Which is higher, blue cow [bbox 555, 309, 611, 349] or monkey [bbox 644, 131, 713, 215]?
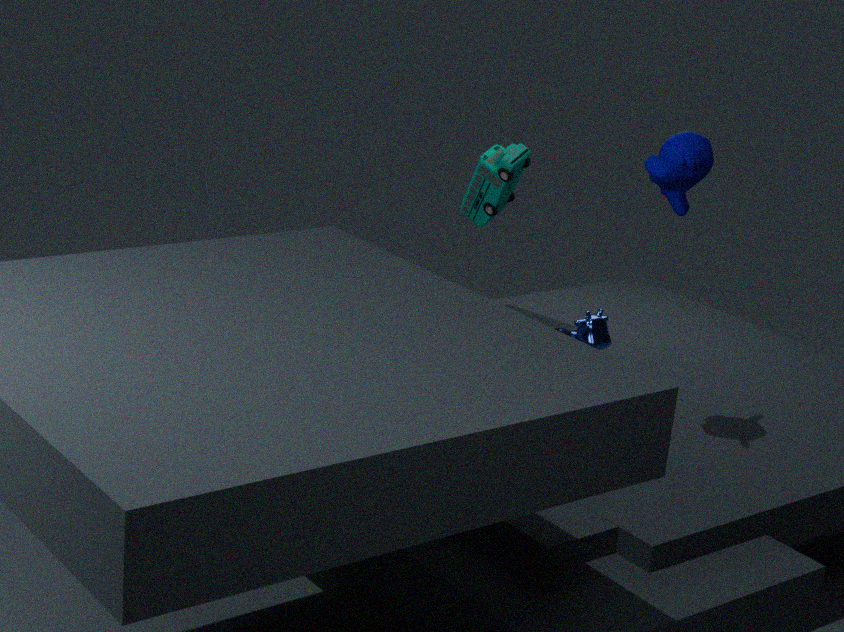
monkey [bbox 644, 131, 713, 215]
